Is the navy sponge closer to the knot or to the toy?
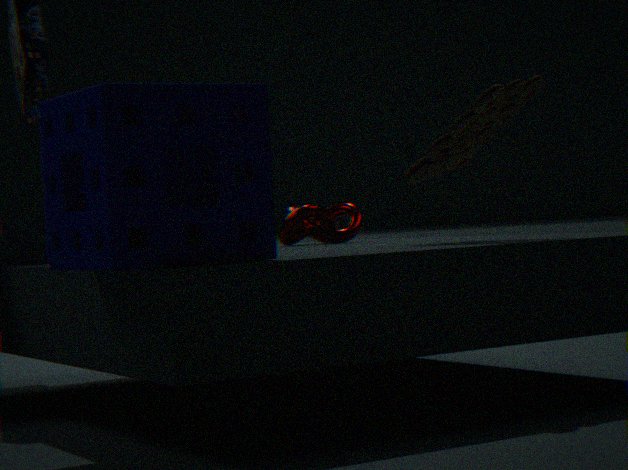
the toy
